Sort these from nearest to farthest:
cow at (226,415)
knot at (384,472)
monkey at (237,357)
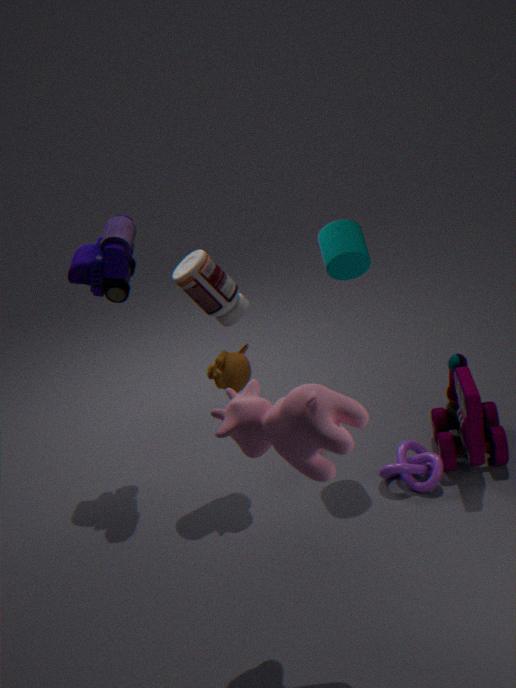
cow at (226,415), monkey at (237,357), knot at (384,472)
